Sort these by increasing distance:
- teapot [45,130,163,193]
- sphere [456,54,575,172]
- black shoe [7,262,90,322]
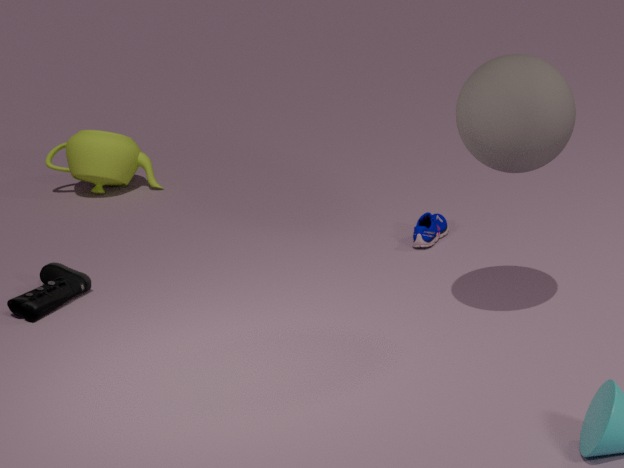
sphere [456,54,575,172], black shoe [7,262,90,322], teapot [45,130,163,193]
